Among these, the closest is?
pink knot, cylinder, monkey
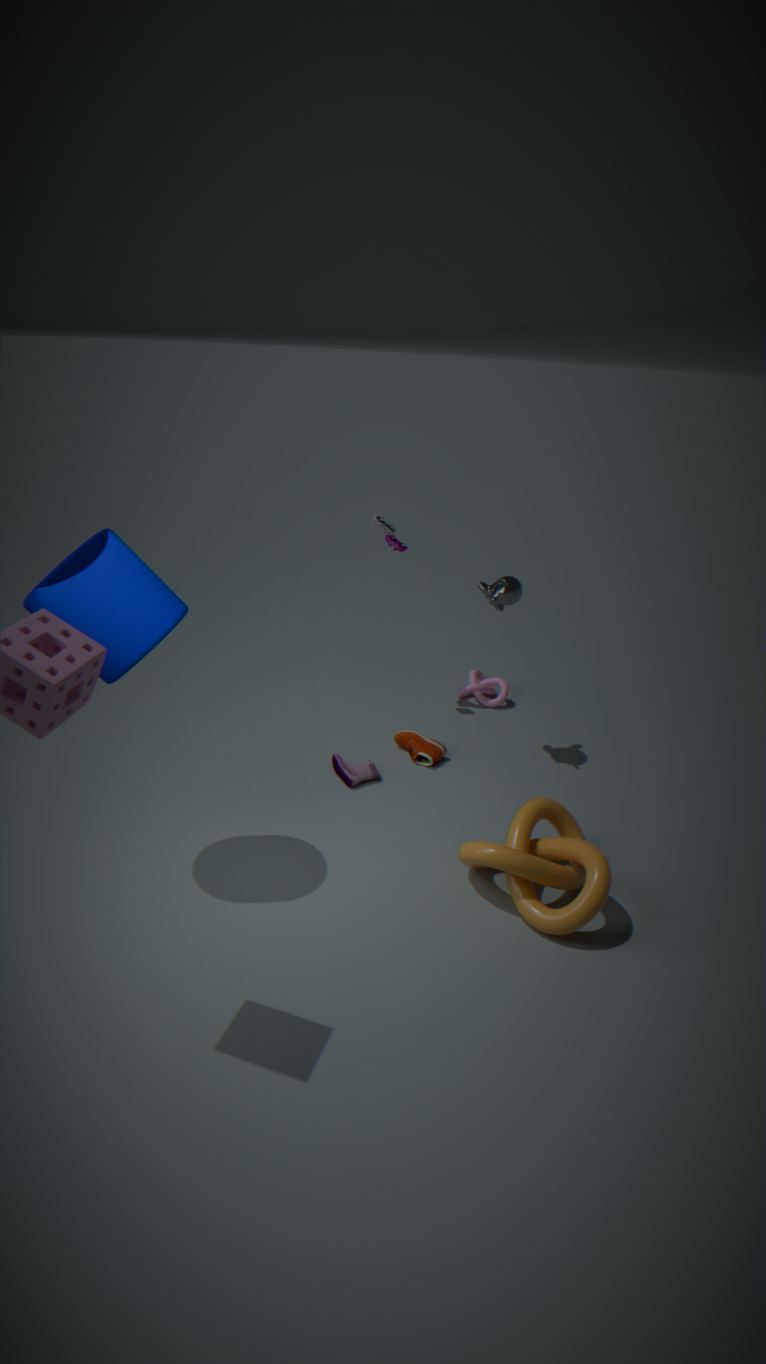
cylinder
